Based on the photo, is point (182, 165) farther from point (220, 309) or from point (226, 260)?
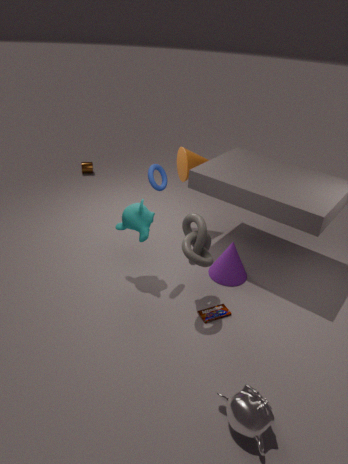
point (220, 309)
